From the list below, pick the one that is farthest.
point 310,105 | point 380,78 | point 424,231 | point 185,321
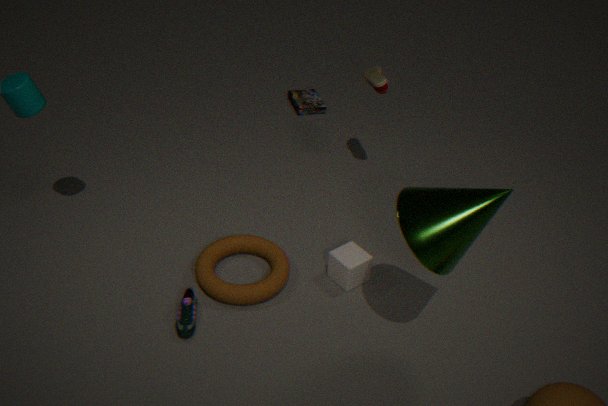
point 310,105
